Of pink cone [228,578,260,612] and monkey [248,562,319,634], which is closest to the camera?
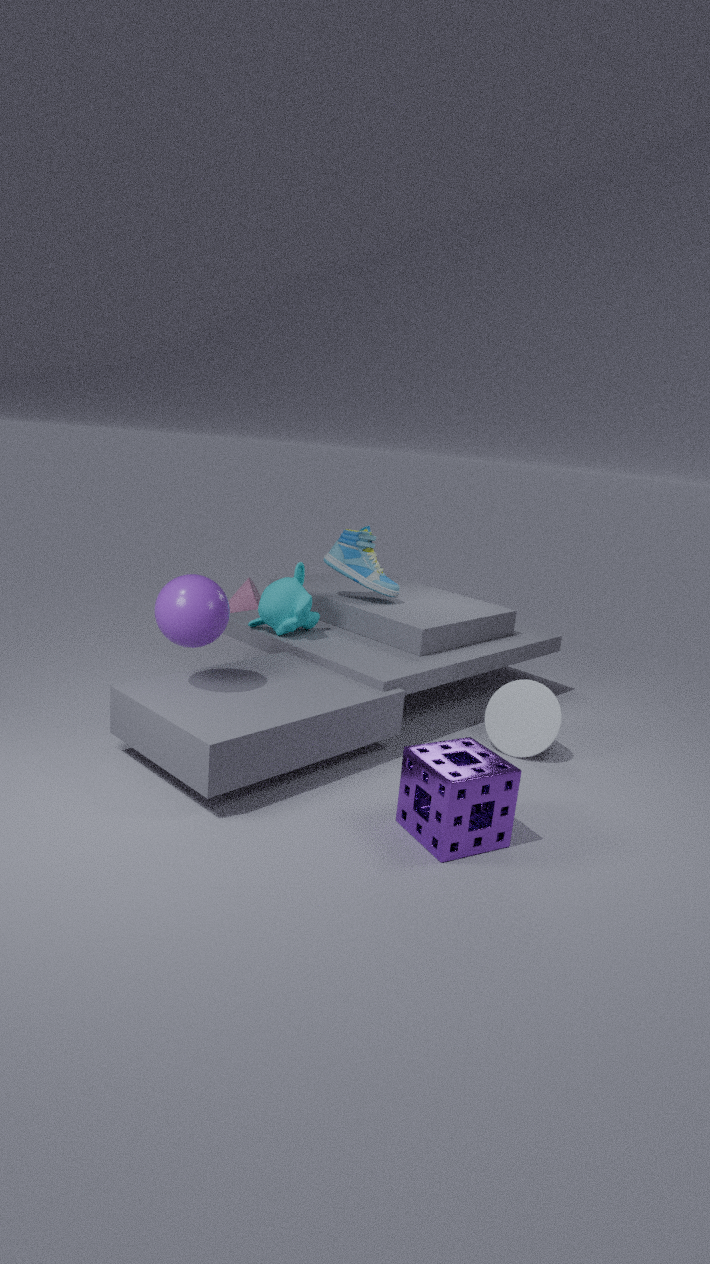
monkey [248,562,319,634]
